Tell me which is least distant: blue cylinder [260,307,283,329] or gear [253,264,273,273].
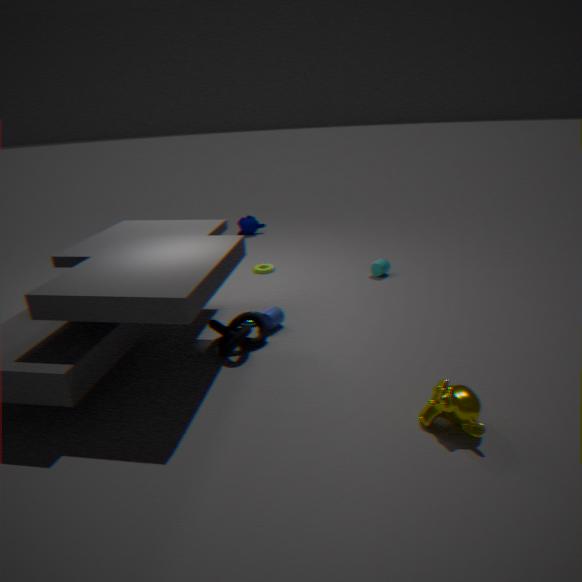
blue cylinder [260,307,283,329]
